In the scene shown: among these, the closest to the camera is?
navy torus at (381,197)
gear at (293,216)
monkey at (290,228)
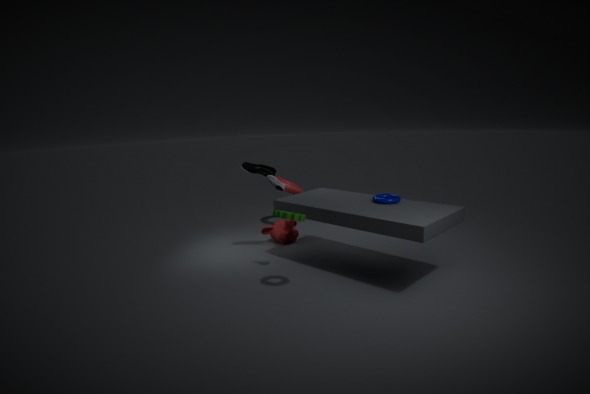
gear at (293,216)
